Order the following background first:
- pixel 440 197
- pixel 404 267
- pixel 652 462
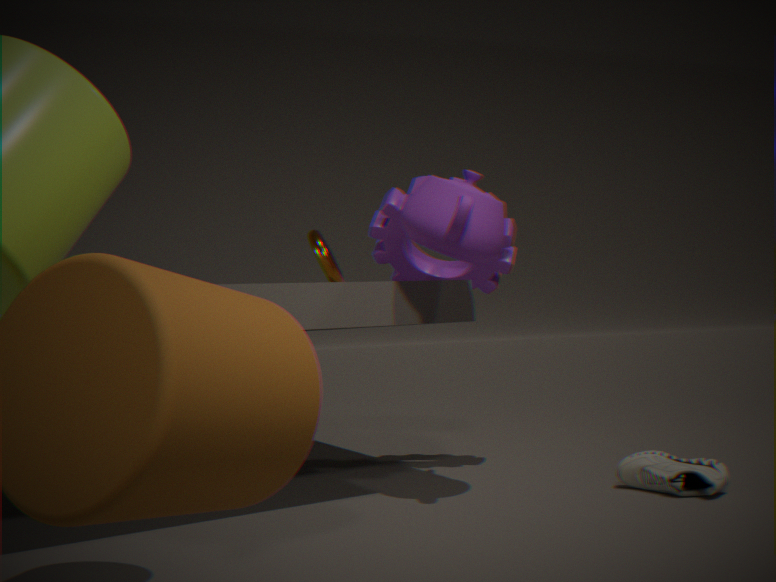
1. pixel 404 267
2. pixel 652 462
3. pixel 440 197
